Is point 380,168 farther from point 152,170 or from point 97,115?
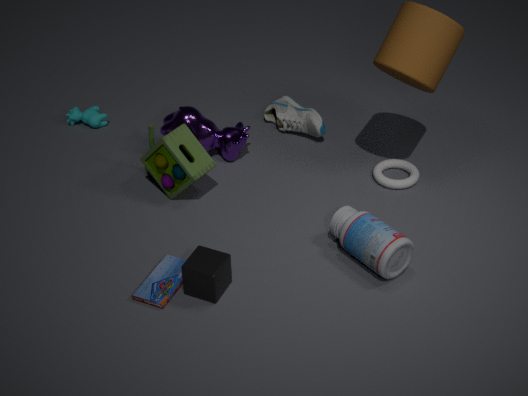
point 97,115
